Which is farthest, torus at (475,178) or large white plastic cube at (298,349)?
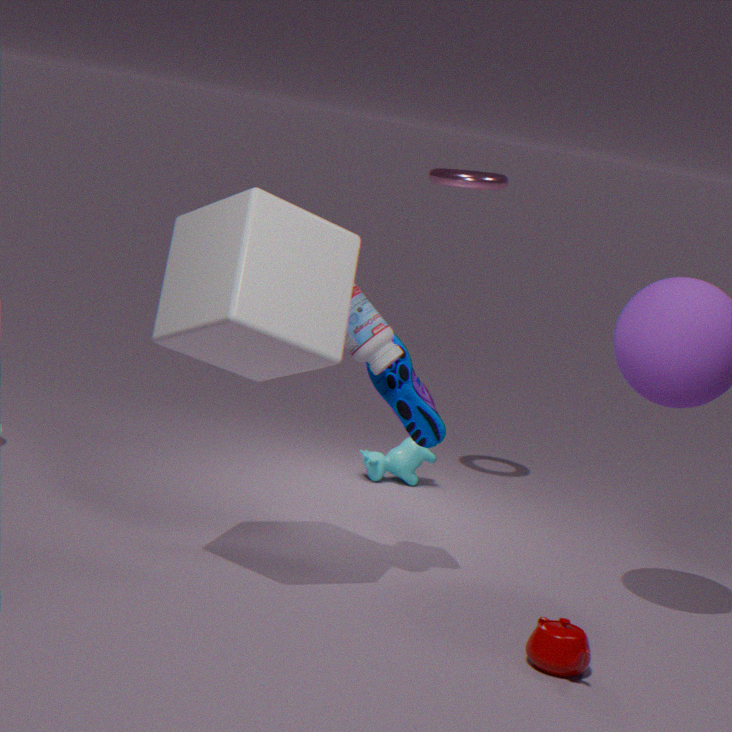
torus at (475,178)
